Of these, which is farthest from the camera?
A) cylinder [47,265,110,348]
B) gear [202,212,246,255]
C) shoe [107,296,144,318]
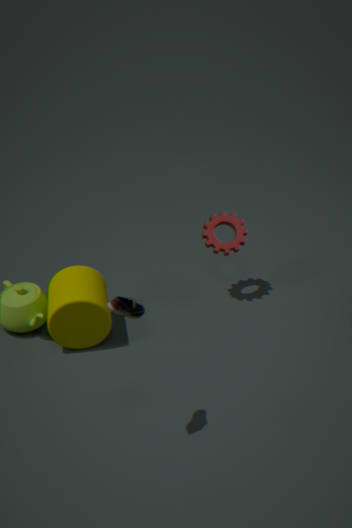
B. gear [202,212,246,255]
